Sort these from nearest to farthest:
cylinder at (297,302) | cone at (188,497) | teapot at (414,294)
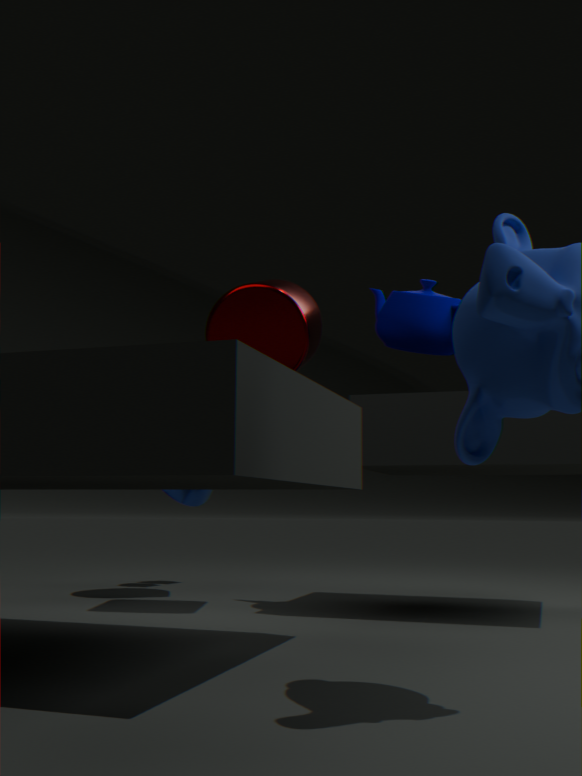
cylinder at (297,302), teapot at (414,294), cone at (188,497)
